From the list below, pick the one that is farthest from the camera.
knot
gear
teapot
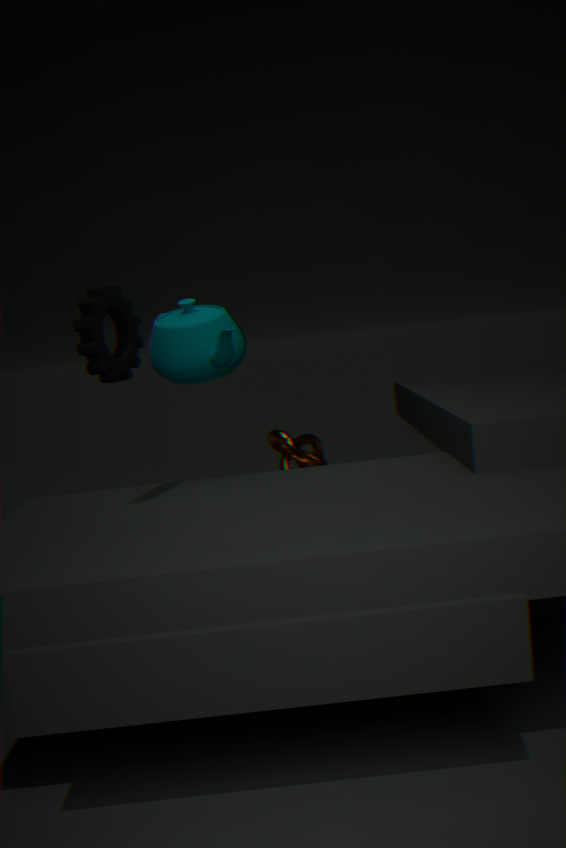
knot
